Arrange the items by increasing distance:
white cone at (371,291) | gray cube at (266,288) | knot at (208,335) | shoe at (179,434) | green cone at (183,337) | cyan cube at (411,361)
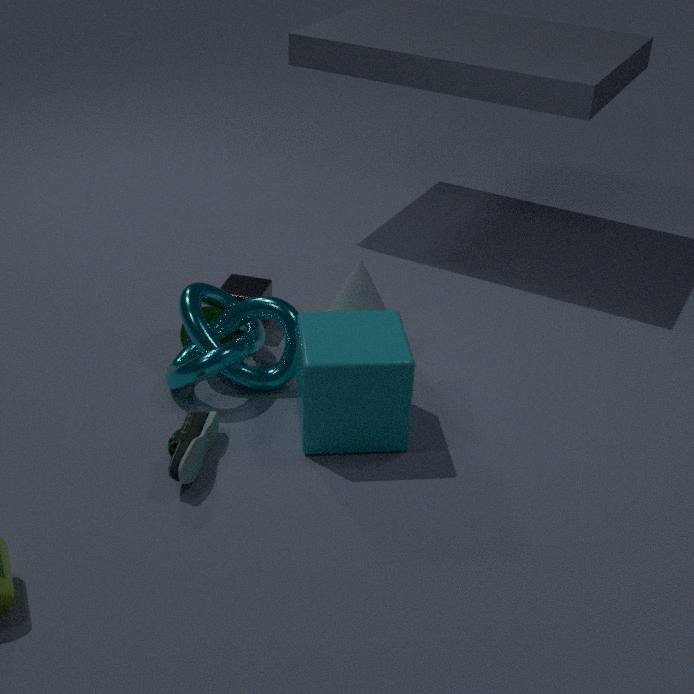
shoe at (179,434)
cyan cube at (411,361)
knot at (208,335)
white cone at (371,291)
green cone at (183,337)
gray cube at (266,288)
